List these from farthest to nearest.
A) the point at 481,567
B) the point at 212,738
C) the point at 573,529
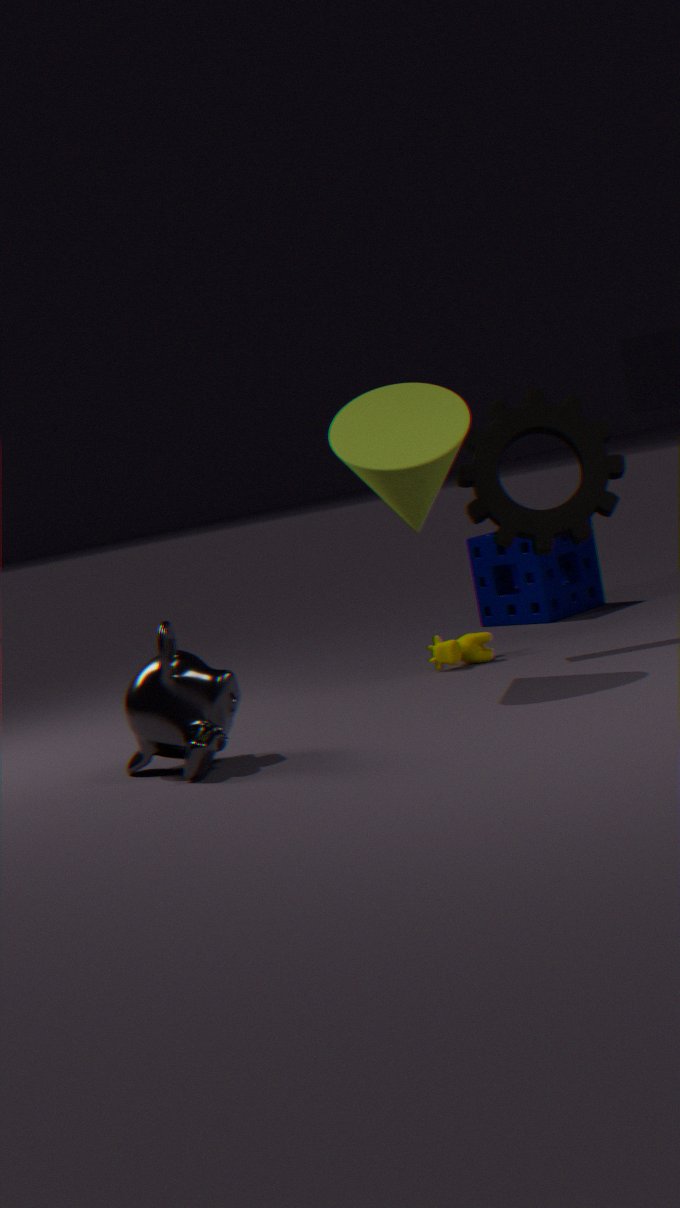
the point at 481,567
the point at 573,529
the point at 212,738
